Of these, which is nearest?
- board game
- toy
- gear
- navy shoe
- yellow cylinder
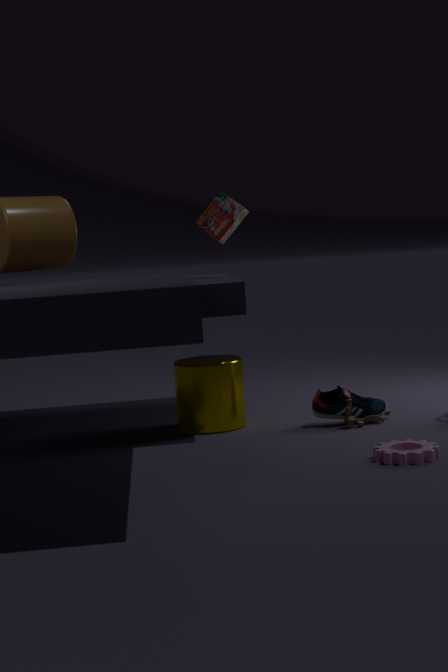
gear
